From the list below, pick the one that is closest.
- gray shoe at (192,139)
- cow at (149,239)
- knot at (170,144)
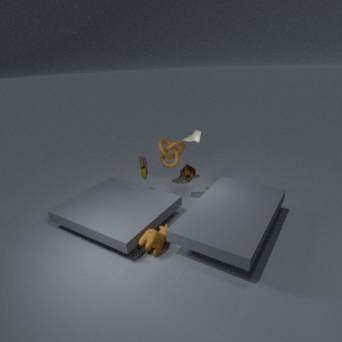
cow at (149,239)
